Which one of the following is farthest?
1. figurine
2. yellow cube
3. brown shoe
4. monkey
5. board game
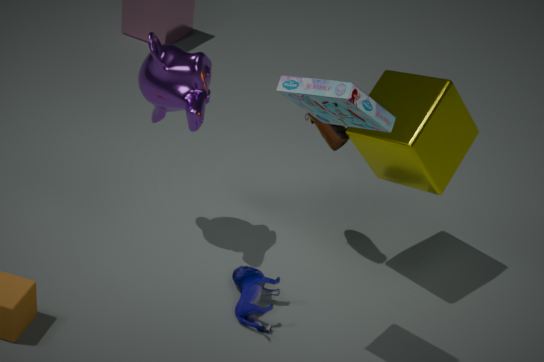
brown shoe
